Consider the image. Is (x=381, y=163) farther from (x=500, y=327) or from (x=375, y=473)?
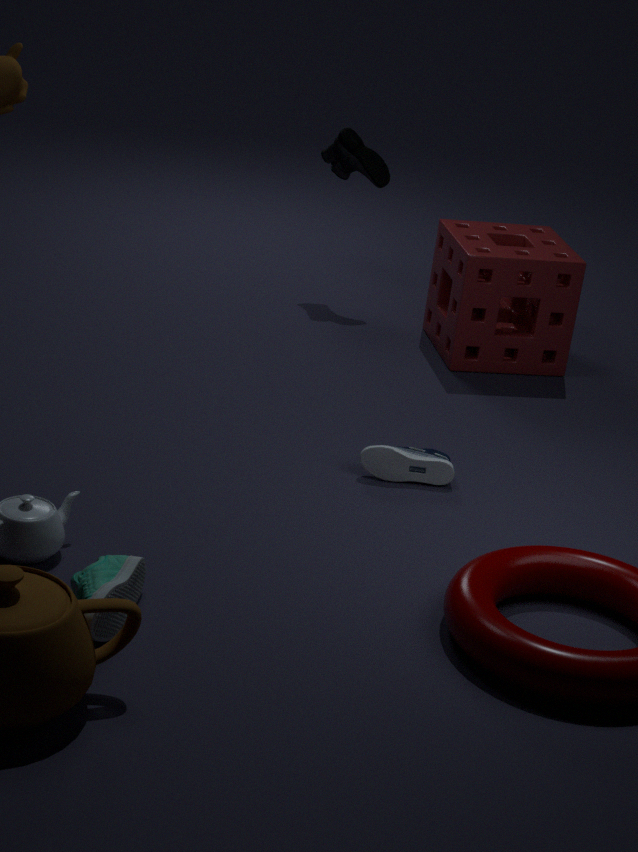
(x=375, y=473)
